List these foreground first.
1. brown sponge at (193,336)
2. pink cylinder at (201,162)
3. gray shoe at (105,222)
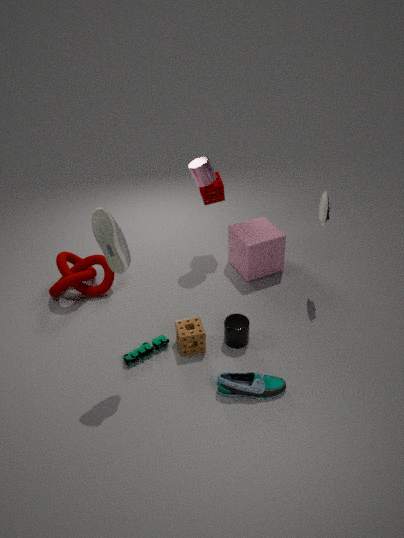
gray shoe at (105,222) → brown sponge at (193,336) → pink cylinder at (201,162)
